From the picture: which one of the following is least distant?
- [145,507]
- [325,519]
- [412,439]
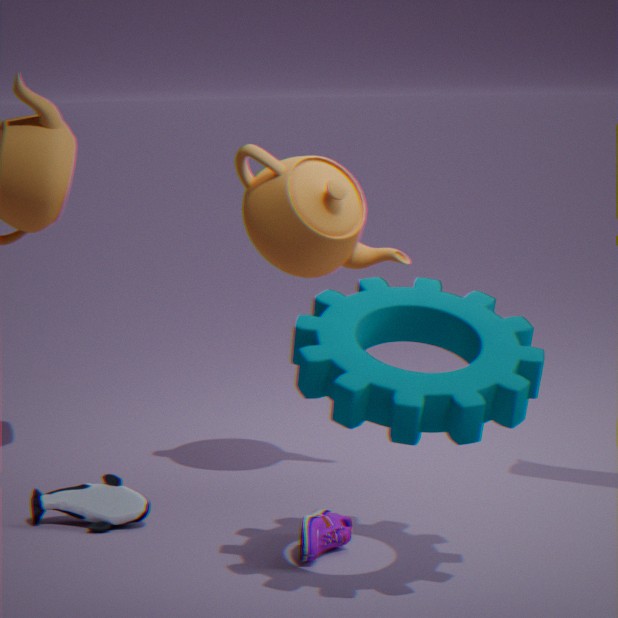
[412,439]
